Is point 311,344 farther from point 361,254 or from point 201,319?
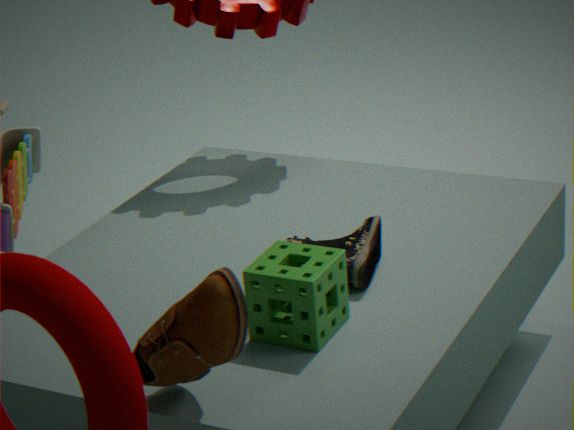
point 201,319
